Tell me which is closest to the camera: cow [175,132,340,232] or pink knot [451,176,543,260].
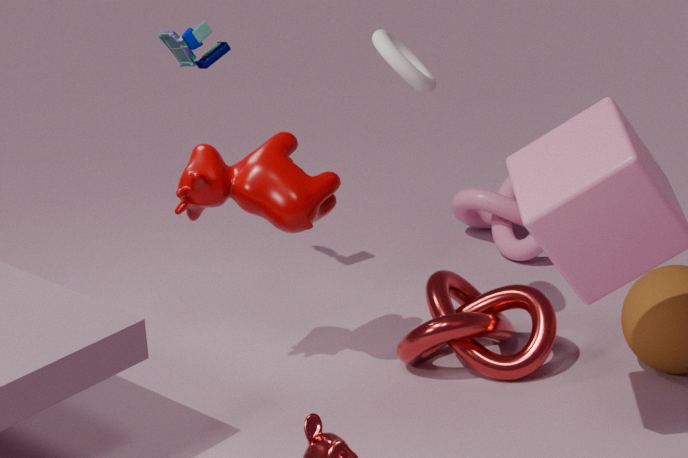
cow [175,132,340,232]
